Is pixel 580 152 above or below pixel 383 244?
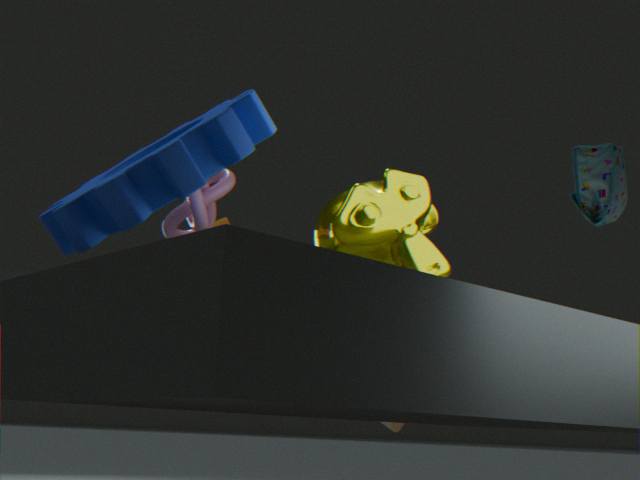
above
